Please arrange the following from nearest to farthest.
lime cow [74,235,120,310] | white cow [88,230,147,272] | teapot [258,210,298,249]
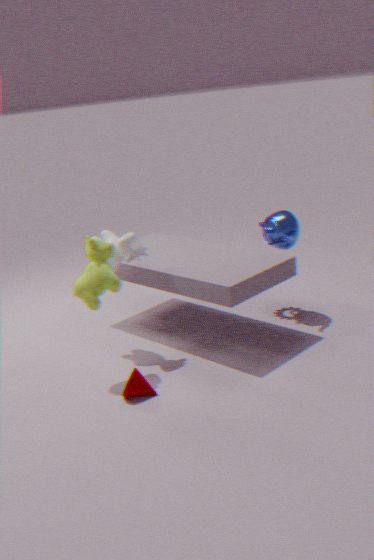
lime cow [74,235,120,310]
white cow [88,230,147,272]
teapot [258,210,298,249]
